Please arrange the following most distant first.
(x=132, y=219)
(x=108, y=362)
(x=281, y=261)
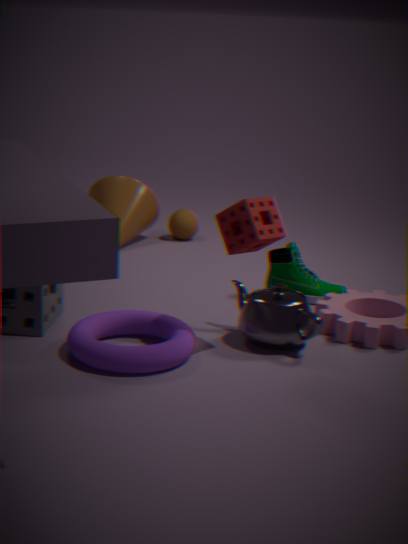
(x=132, y=219) → (x=281, y=261) → (x=108, y=362)
